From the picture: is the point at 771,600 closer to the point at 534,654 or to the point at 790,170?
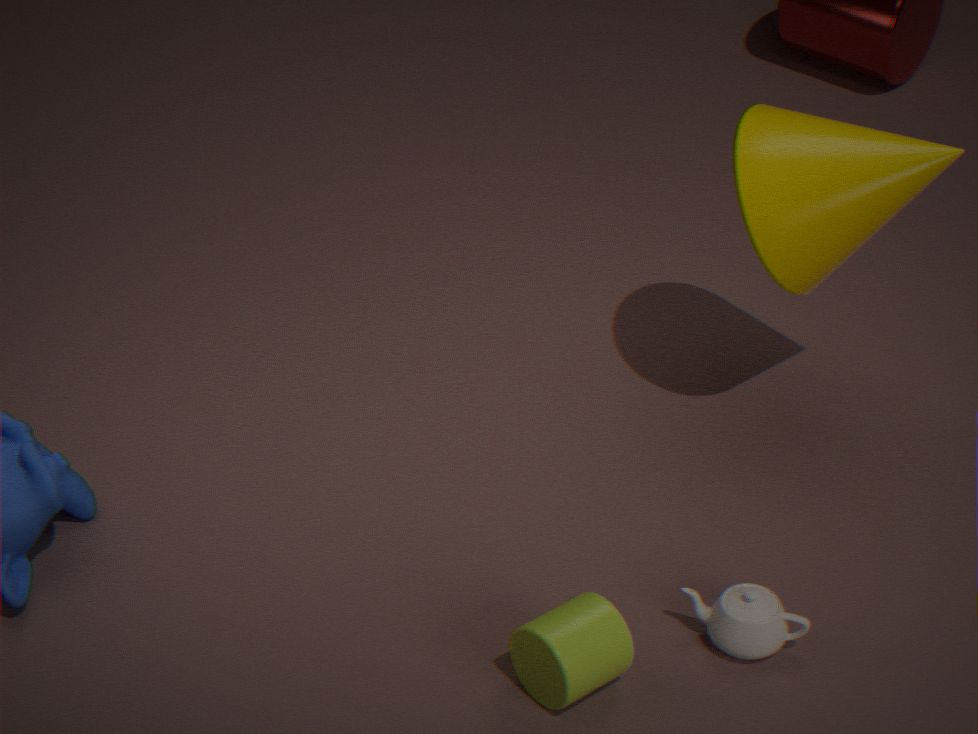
the point at 534,654
